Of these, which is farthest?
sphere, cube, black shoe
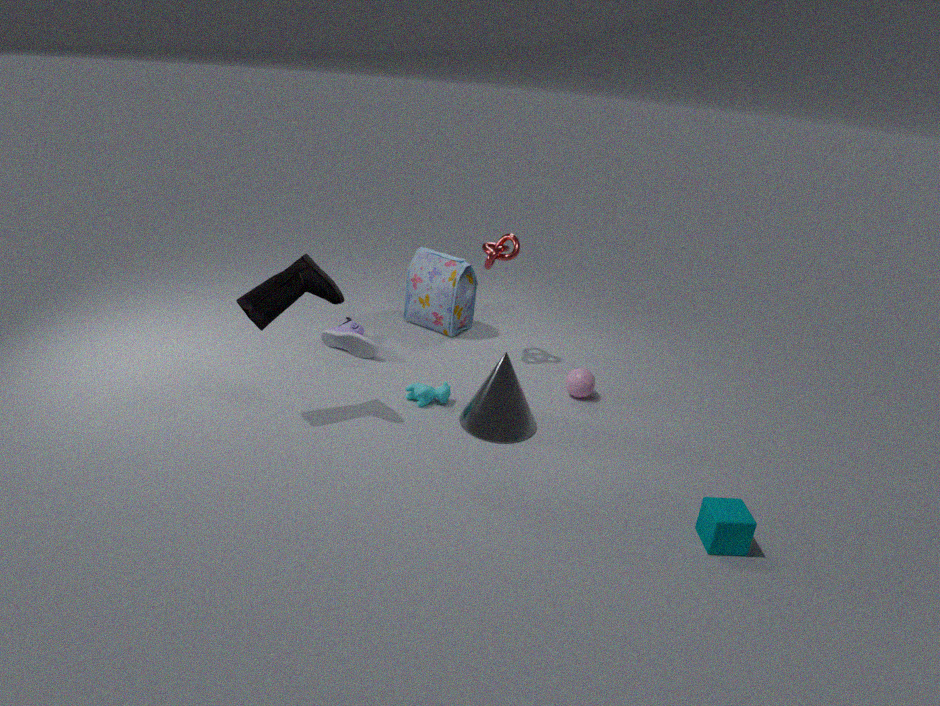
sphere
